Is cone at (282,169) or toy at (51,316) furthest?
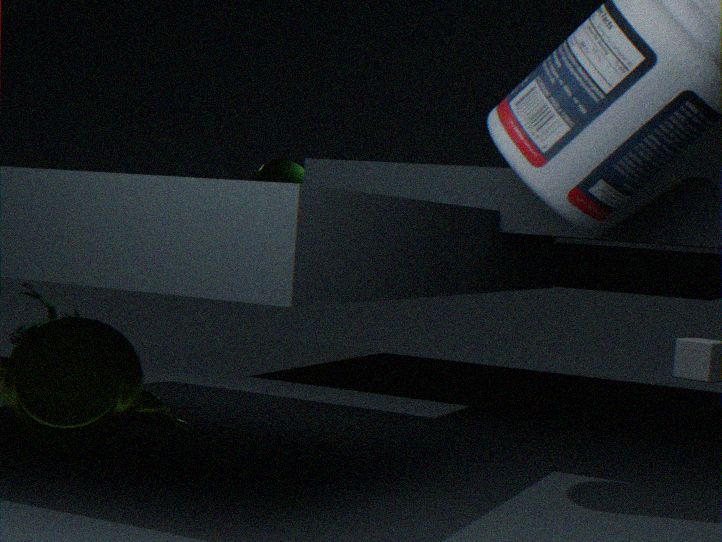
toy at (51,316)
